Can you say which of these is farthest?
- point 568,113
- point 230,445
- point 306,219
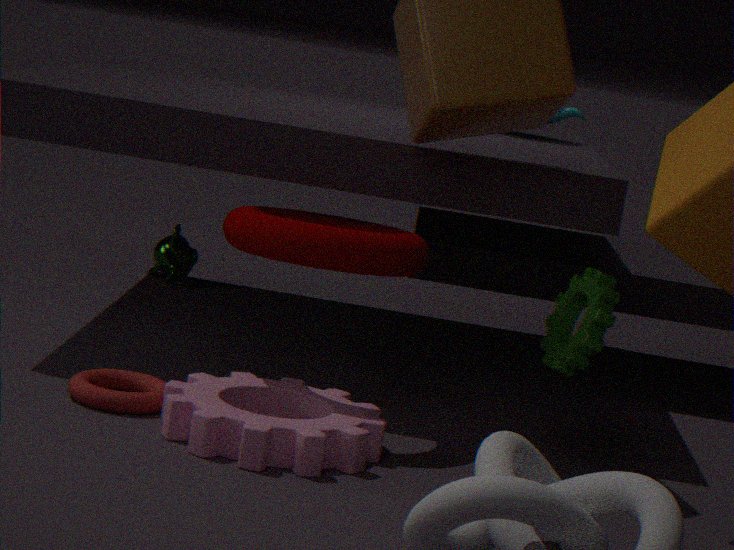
point 568,113
